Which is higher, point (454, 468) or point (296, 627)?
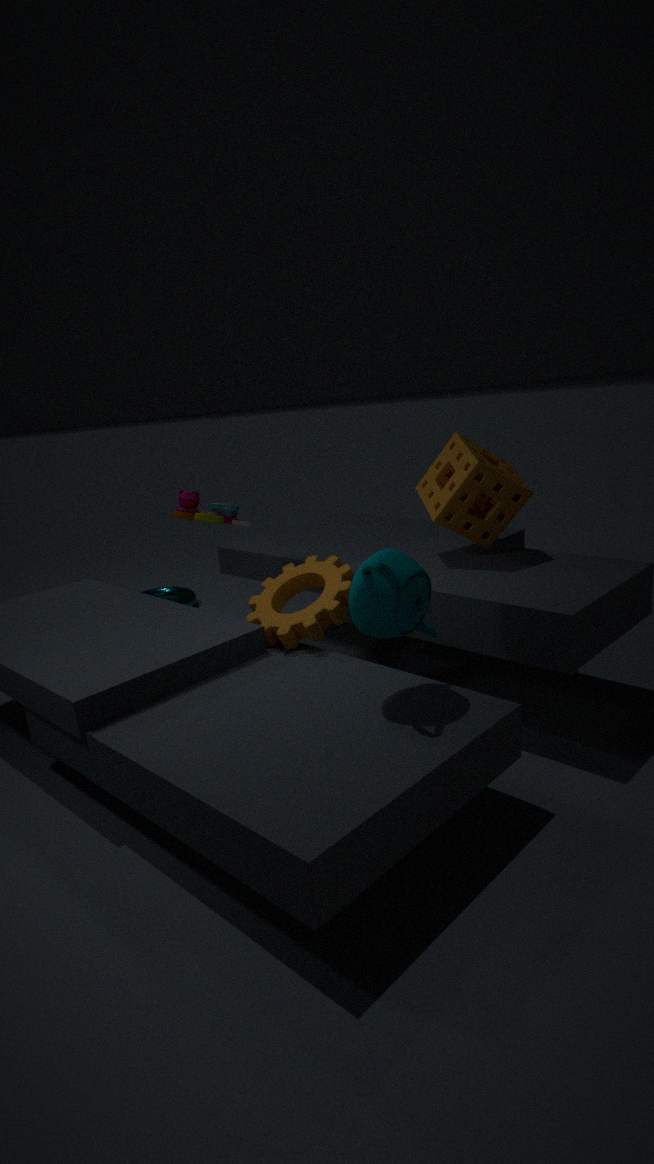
point (454, 468)
